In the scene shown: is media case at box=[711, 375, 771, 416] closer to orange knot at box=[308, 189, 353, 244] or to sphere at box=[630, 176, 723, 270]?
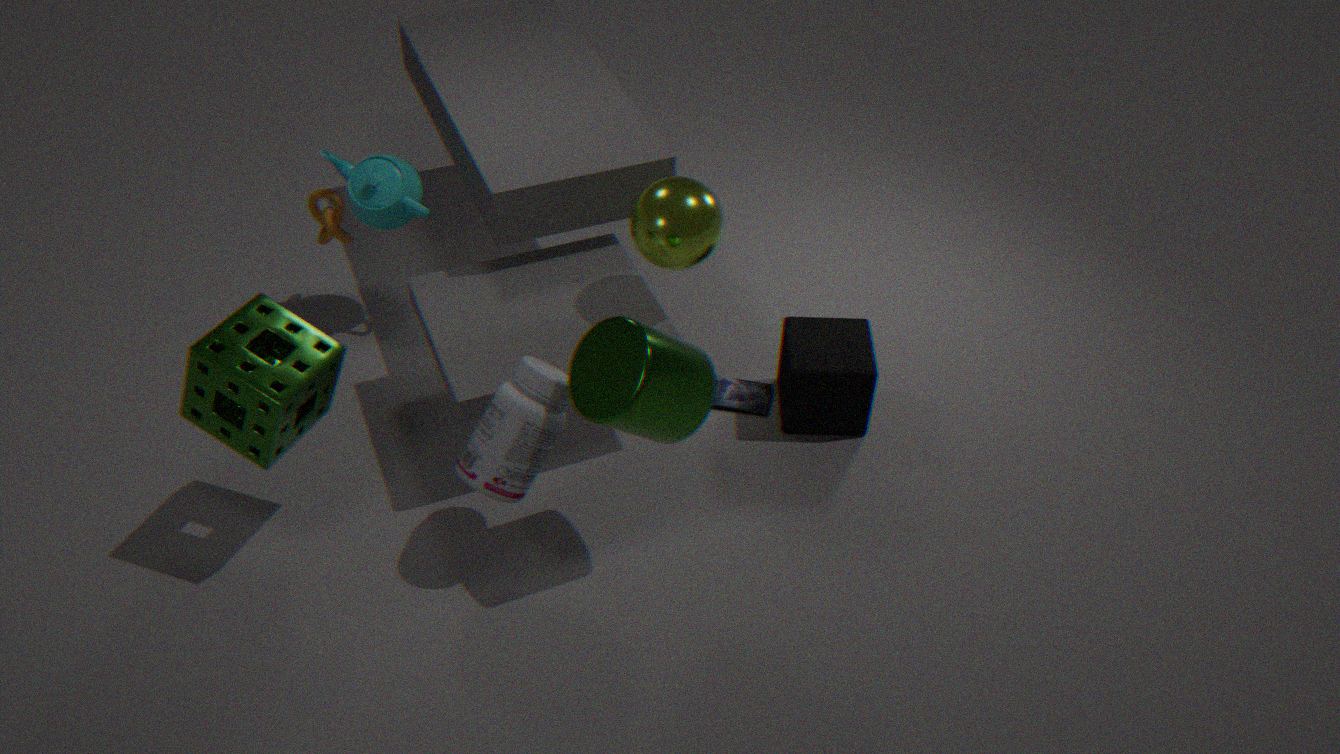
sphere at box=[630, 176, 723, 270]
